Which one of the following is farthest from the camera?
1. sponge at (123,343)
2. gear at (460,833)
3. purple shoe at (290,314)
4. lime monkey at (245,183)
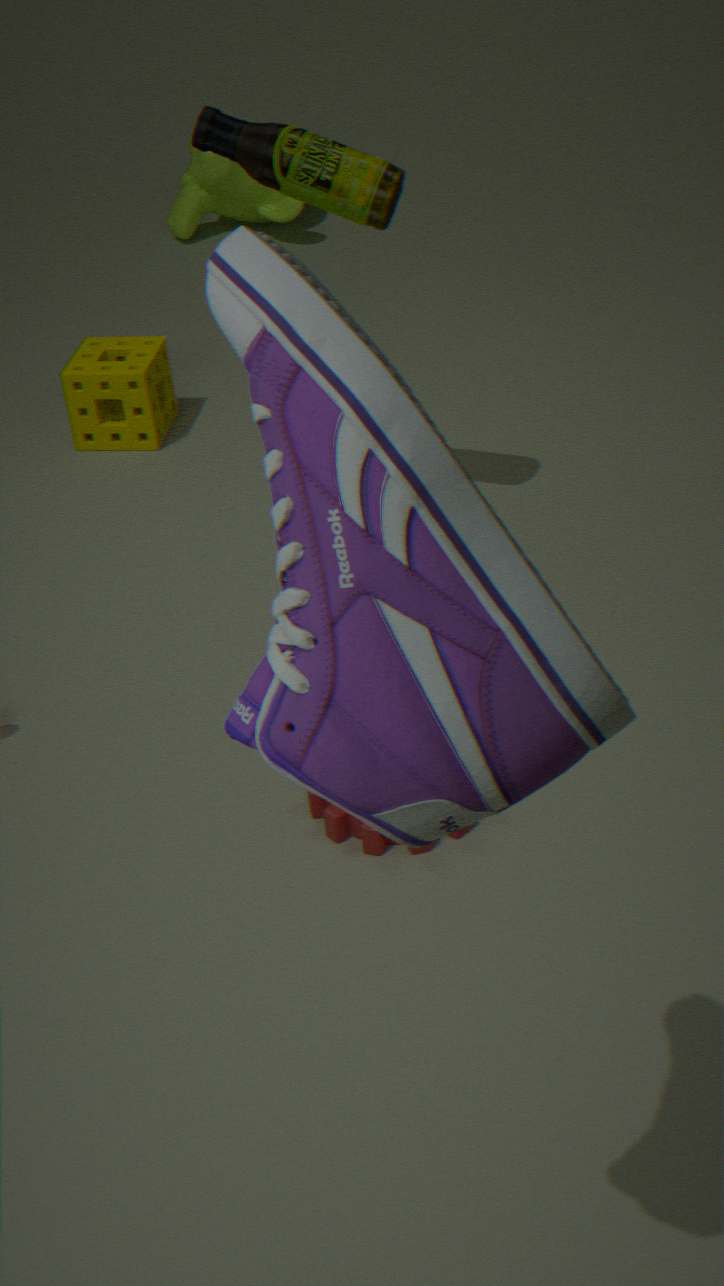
lime monkey at (245,183)
